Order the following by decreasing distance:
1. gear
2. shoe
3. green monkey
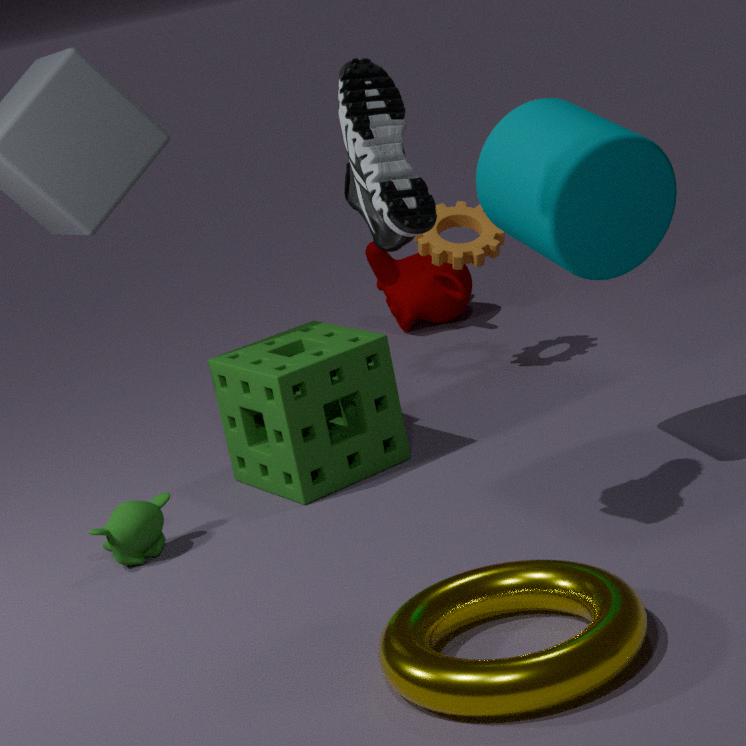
1. gear
2. green monkey
3. shoe
